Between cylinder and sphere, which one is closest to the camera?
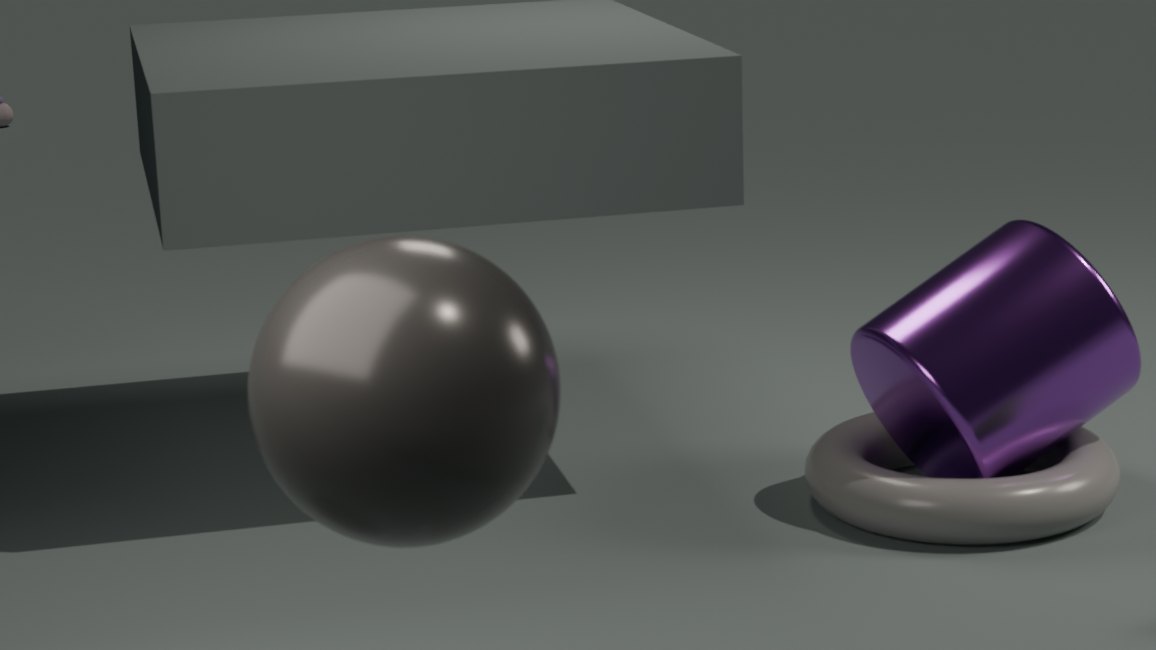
sphere
